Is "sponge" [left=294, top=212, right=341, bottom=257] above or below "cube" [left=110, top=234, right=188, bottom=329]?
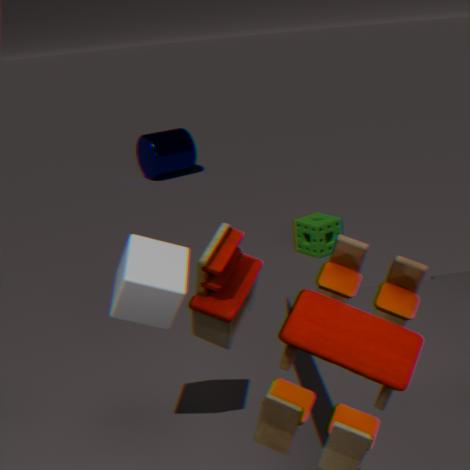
below
